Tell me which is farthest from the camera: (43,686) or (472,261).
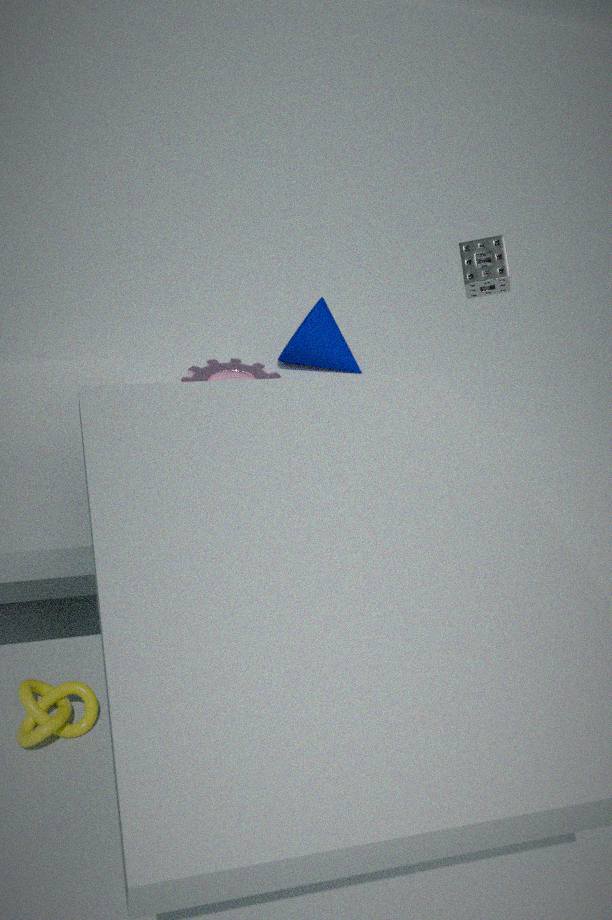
(472,261)
